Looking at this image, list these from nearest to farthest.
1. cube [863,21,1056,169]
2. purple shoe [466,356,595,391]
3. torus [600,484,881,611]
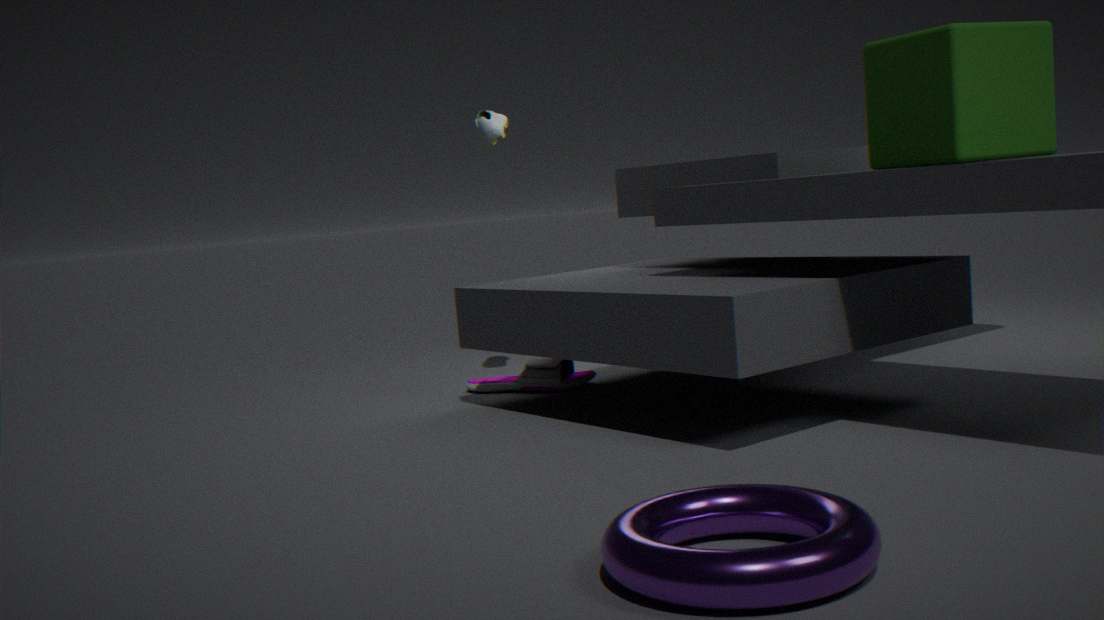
torus [600,484,881,611] → cube [863,21,1056,169] → purple shoe [466,356,595,391]
